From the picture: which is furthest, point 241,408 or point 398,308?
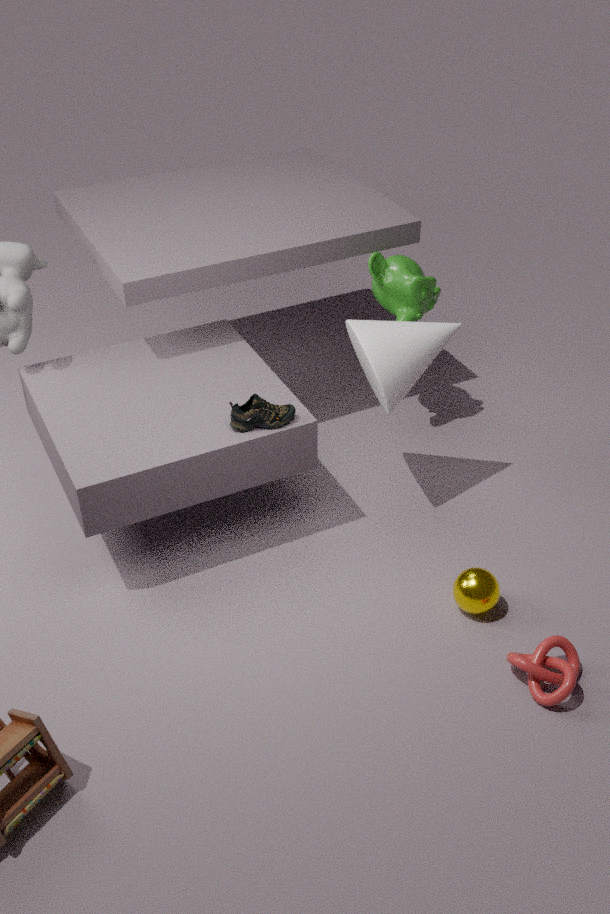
point 398,308
